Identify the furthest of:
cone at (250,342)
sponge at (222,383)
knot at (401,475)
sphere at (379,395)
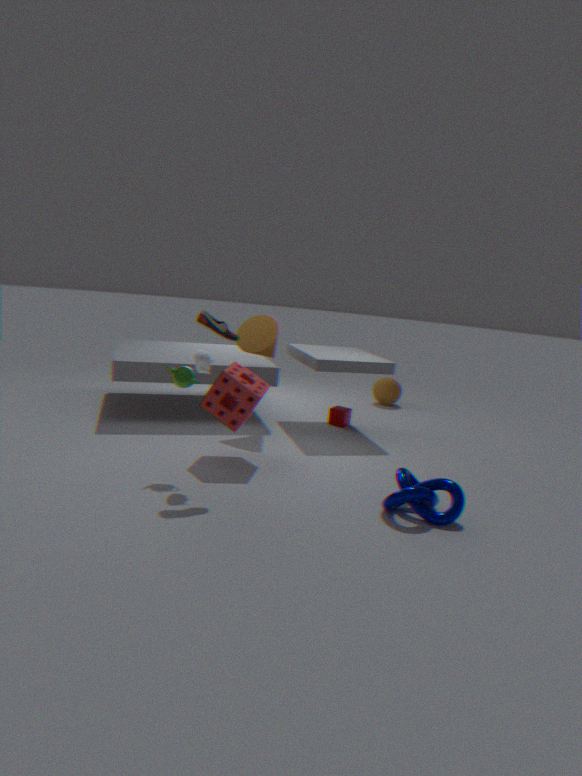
sphere at (379,395)
